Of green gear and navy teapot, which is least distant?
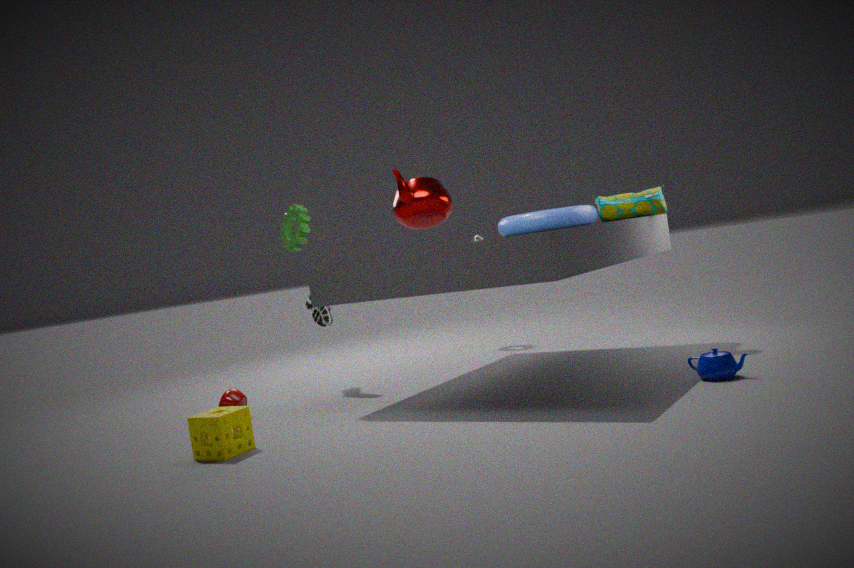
navy teapot
